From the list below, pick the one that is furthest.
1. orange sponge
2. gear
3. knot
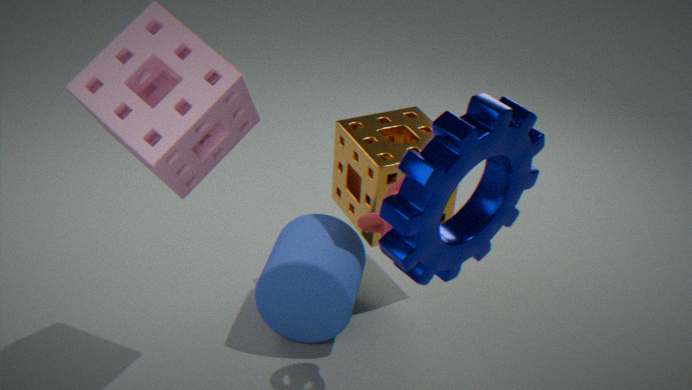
orange sponge
